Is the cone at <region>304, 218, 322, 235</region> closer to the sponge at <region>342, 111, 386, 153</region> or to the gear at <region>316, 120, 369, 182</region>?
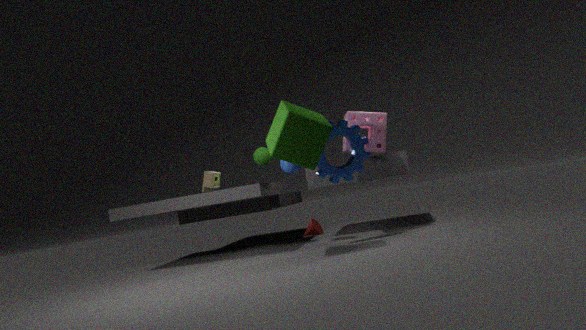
the sponge at <region>342, 111, 386, 153</region>
